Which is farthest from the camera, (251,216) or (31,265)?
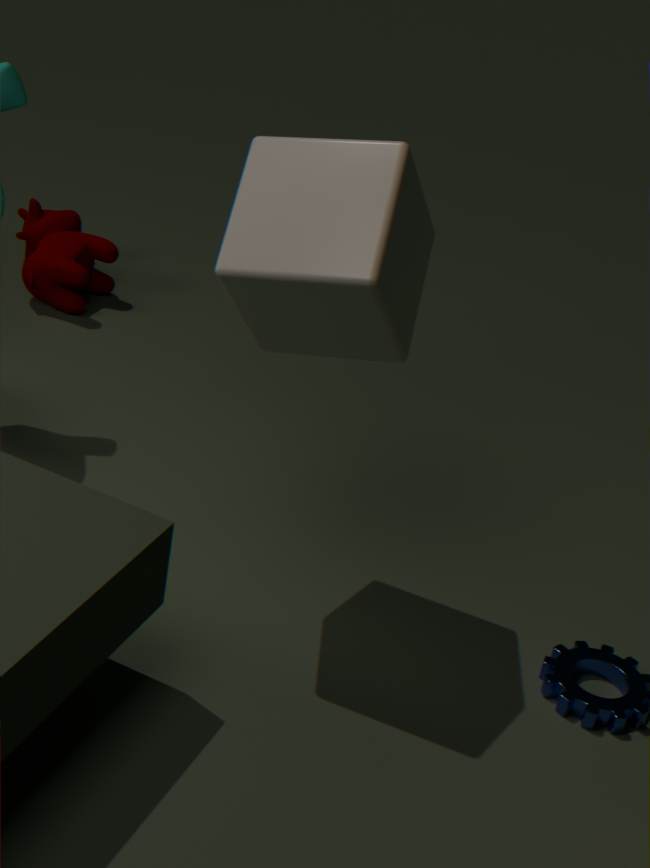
(31,265)
